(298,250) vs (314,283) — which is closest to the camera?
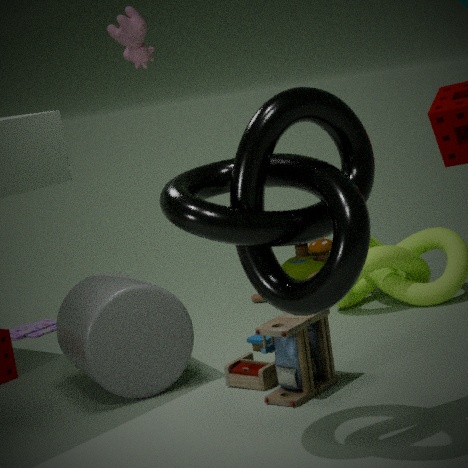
(314,283)
